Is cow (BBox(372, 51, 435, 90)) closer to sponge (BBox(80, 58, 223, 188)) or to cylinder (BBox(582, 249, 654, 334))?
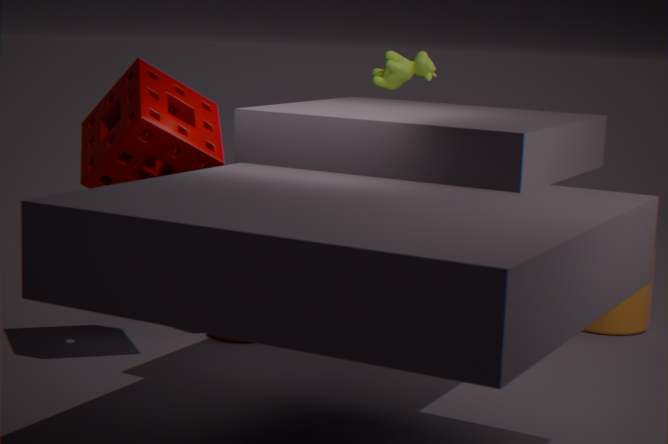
sponge (BBox(80, 58, 223, 188))
